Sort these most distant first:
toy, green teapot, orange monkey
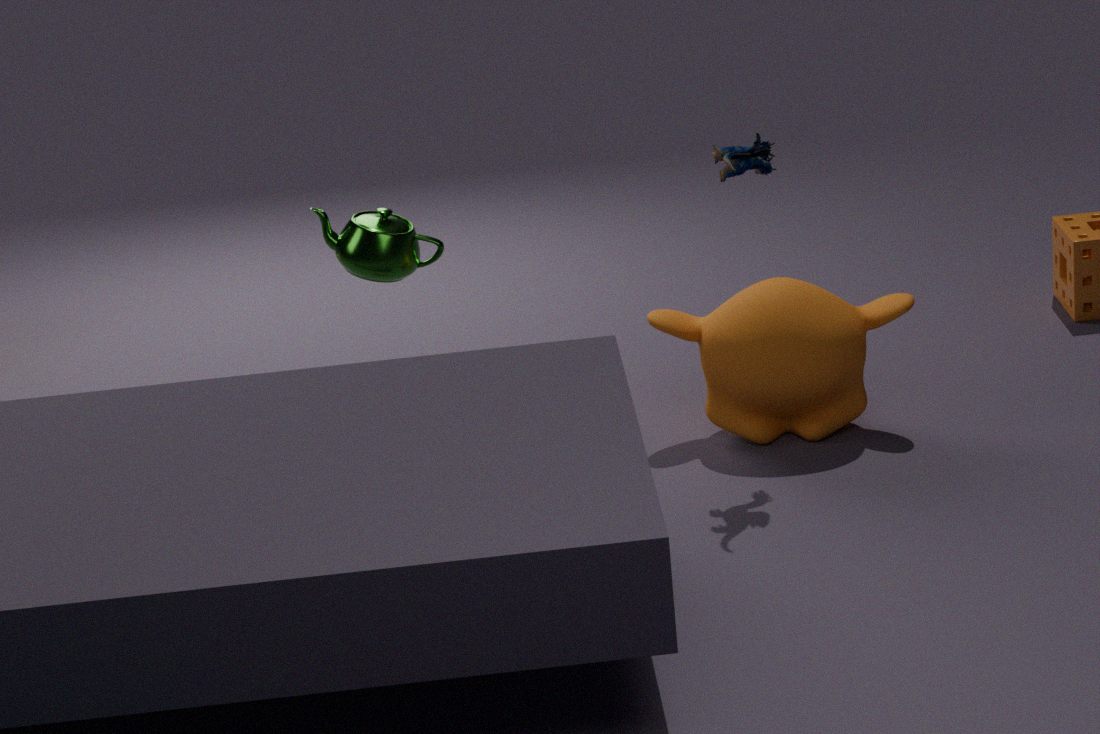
green teapot < orange monkey < toy
